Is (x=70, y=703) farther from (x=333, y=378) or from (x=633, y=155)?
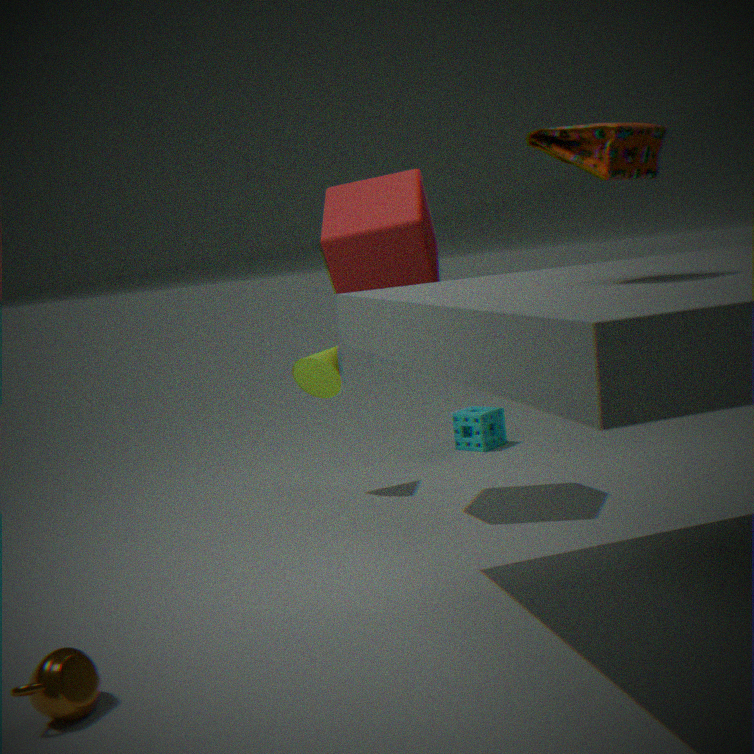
(x=333, y=378)
